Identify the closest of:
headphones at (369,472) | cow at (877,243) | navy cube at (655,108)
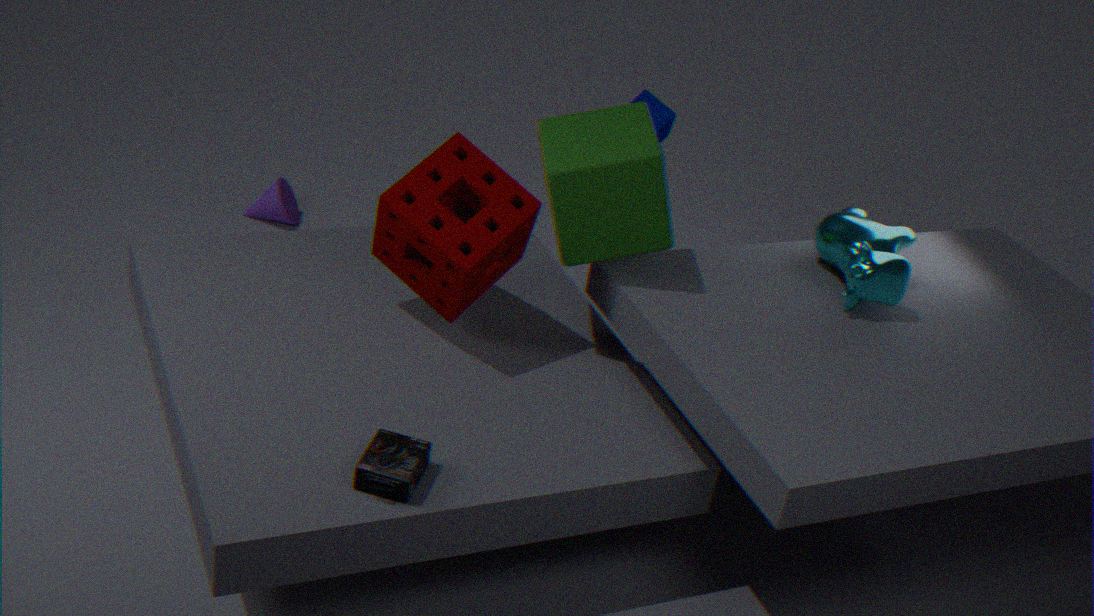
headphones at (369,472)
